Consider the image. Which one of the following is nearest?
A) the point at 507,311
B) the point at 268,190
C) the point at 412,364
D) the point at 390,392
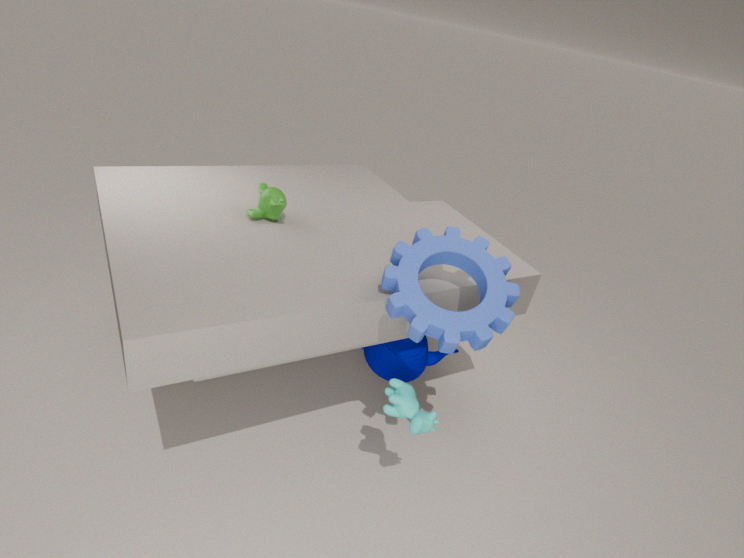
the point at 507,311
